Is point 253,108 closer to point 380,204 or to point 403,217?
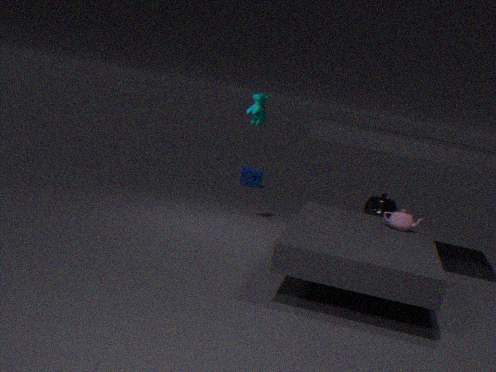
point 403,217
